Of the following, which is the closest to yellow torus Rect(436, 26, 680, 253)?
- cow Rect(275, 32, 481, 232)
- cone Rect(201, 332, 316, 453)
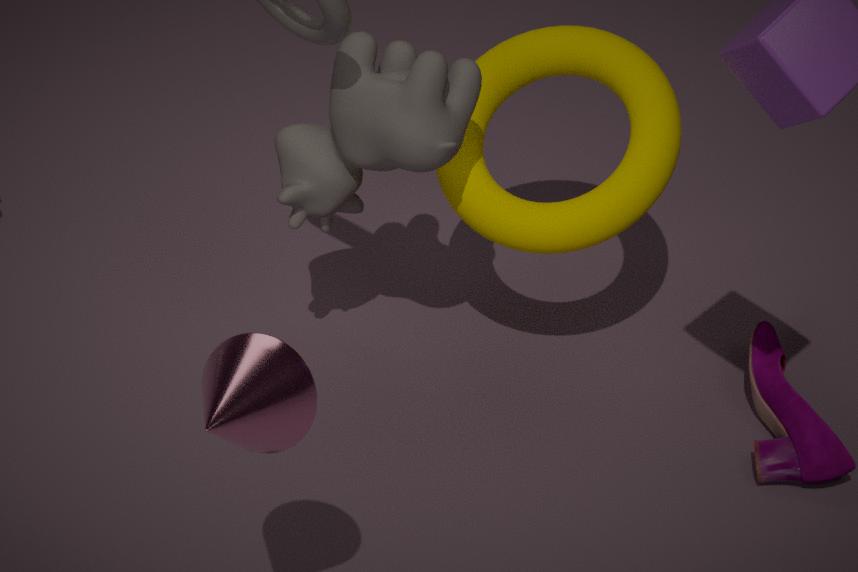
cow Rect(275, 32, 481, 232)
